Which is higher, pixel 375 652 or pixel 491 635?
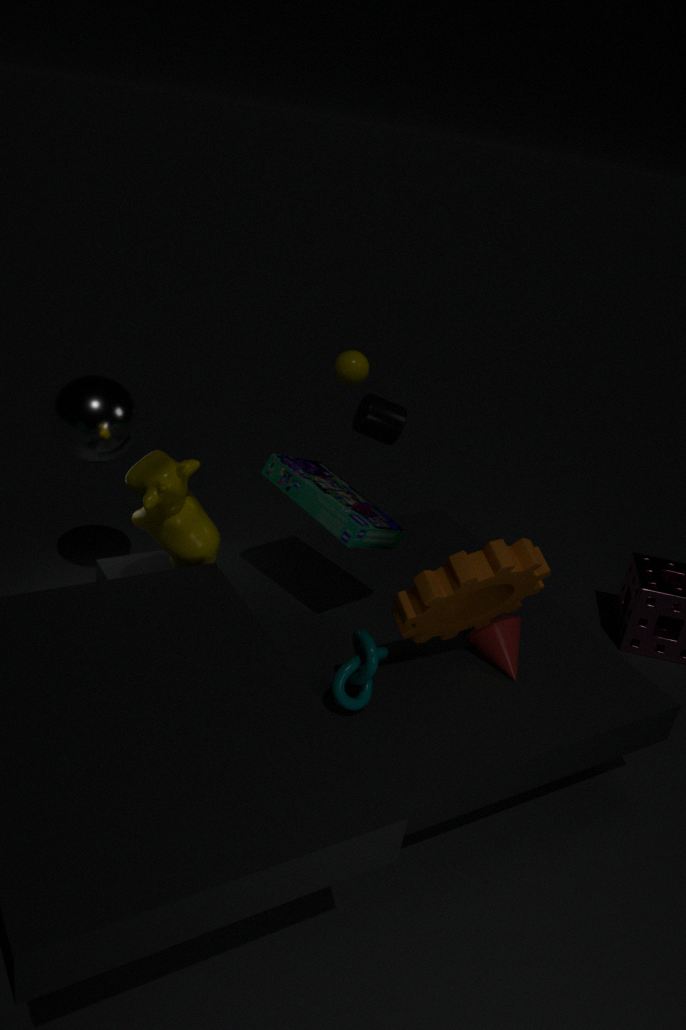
pixel 375 652
